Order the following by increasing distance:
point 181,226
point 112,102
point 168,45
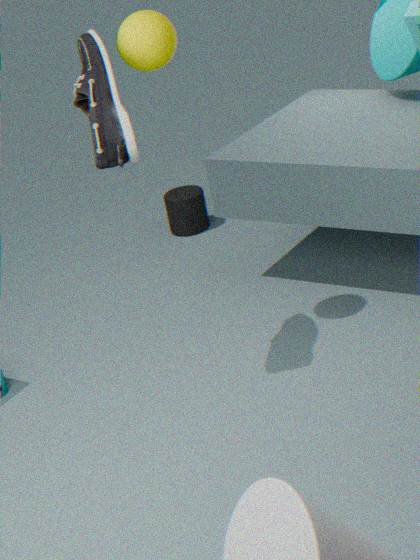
point 112,102, point 168,45, point 181,226
